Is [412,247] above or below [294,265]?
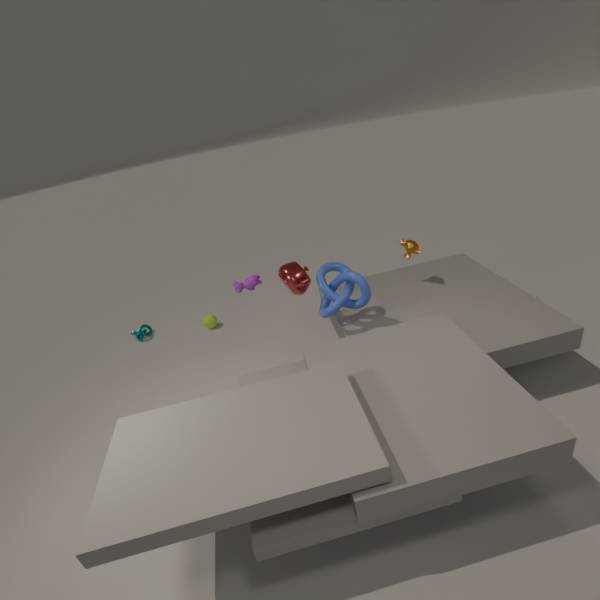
below
